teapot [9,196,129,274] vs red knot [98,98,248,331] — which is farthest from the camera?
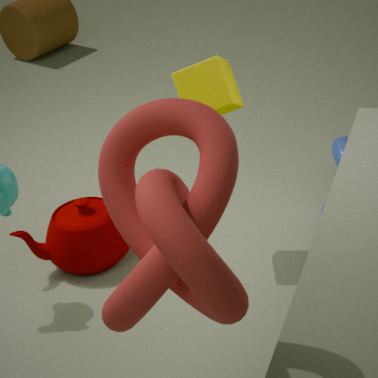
teapot [9,196,129,274]
